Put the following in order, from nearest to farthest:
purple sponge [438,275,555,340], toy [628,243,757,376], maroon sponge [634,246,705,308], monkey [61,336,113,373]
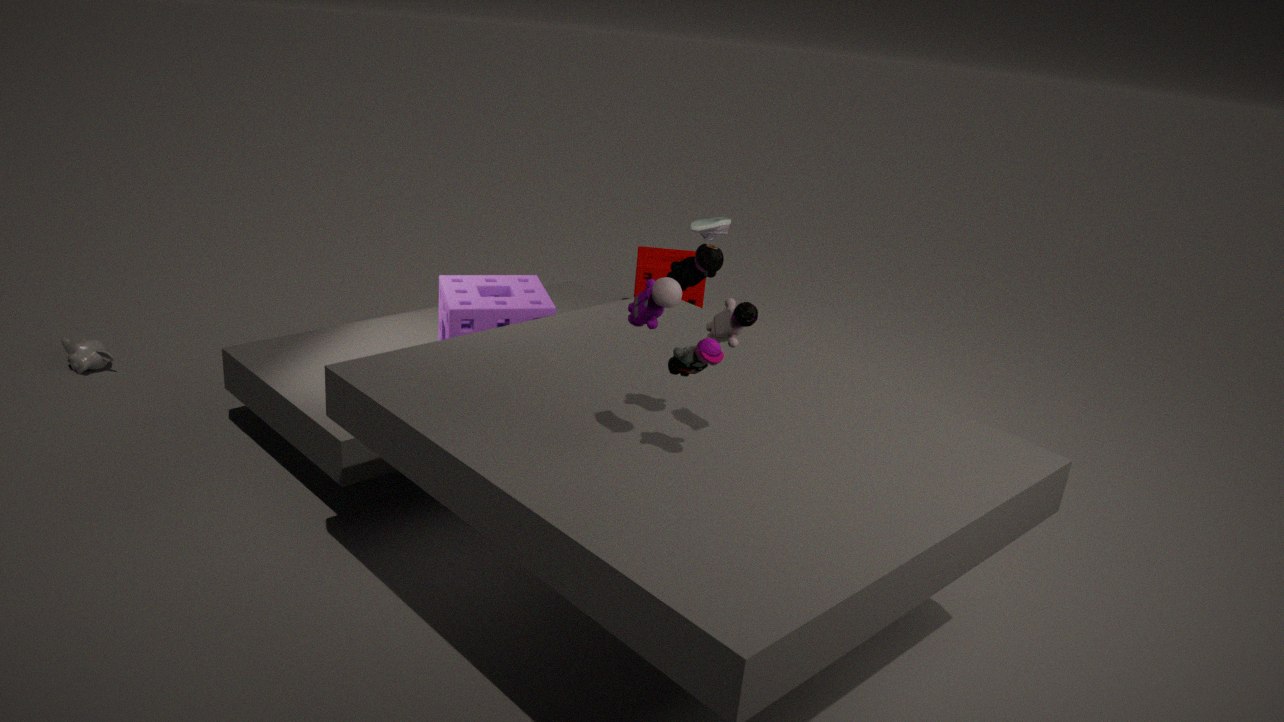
toy [628,243,757,376] → purple sponge [438,275,555,340] → monkey [61,336,113,373] → maroon sponge [634,246,705,308]
